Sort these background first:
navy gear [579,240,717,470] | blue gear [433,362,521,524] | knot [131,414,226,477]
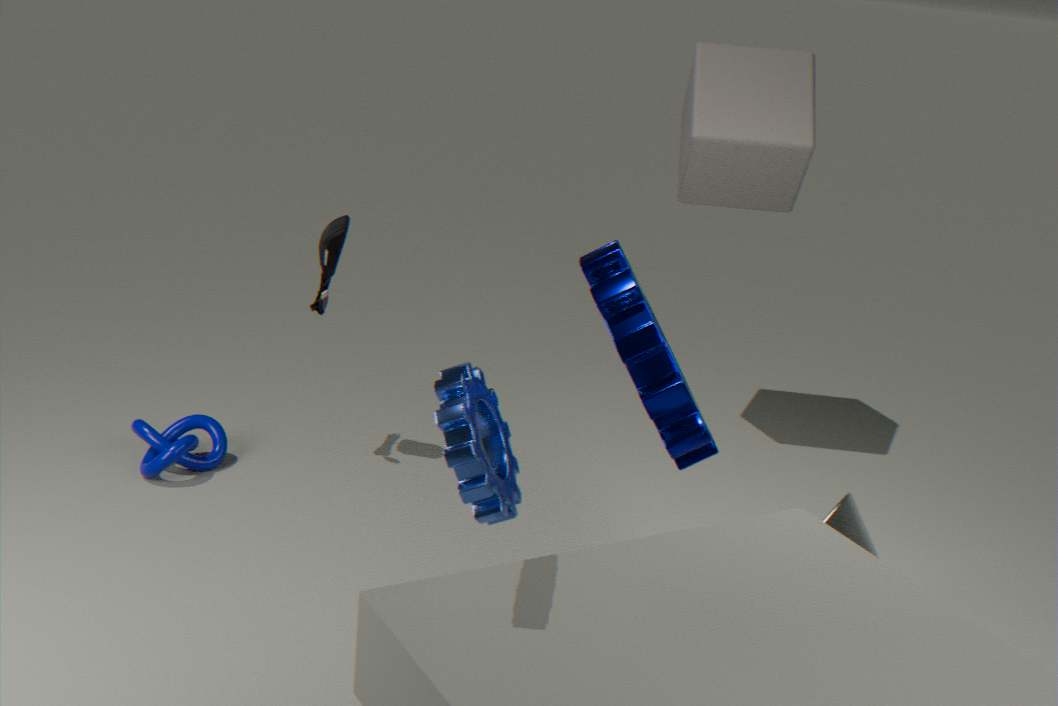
knot [131,414,226,477] → navy gear [579,240,717,470] → blue gear [433,362,521,524]
